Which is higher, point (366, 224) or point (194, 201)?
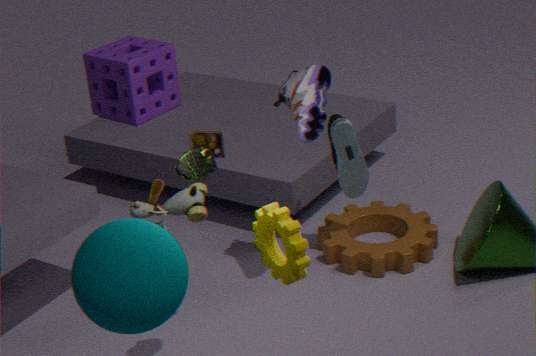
point (194, 201)
